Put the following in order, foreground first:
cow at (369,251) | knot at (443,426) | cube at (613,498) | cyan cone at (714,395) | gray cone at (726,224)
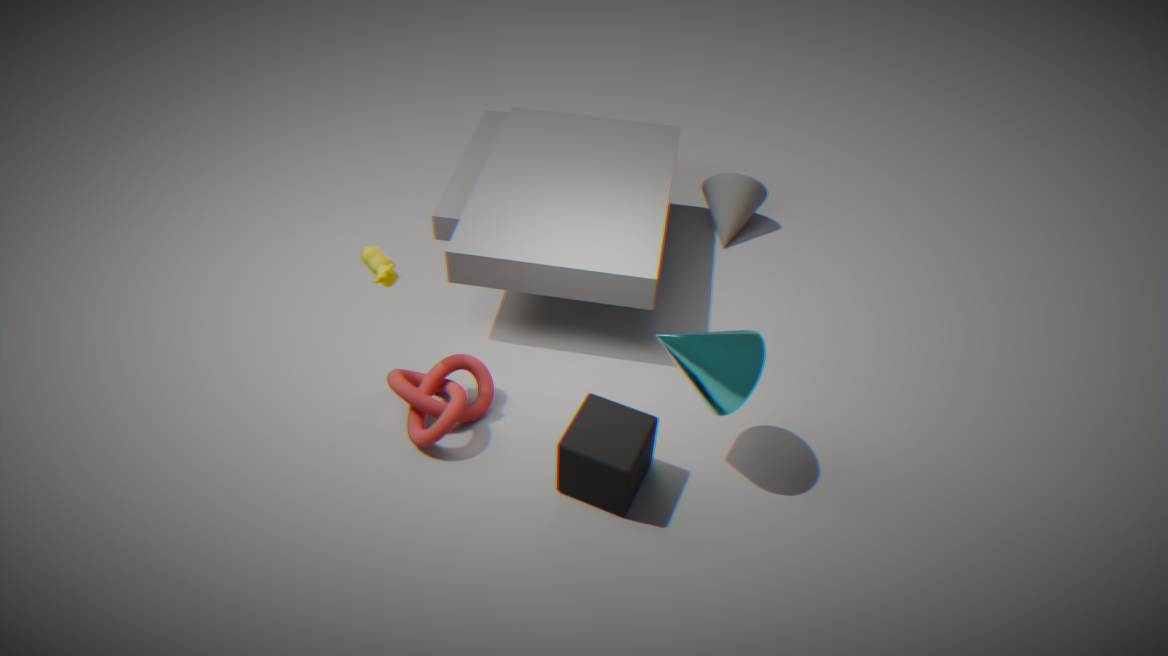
cyan cone at (714,395) < cube at (613,498) < cow at (369,251) < knot at (443,426) < gray cone at (726,224)
